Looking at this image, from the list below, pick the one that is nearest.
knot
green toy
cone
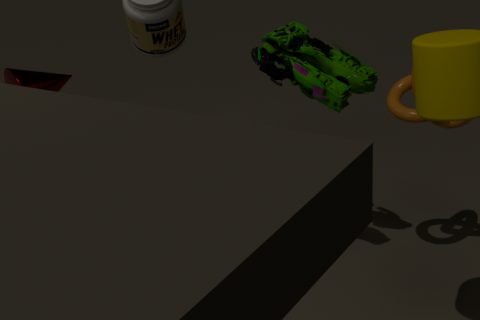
green toy
